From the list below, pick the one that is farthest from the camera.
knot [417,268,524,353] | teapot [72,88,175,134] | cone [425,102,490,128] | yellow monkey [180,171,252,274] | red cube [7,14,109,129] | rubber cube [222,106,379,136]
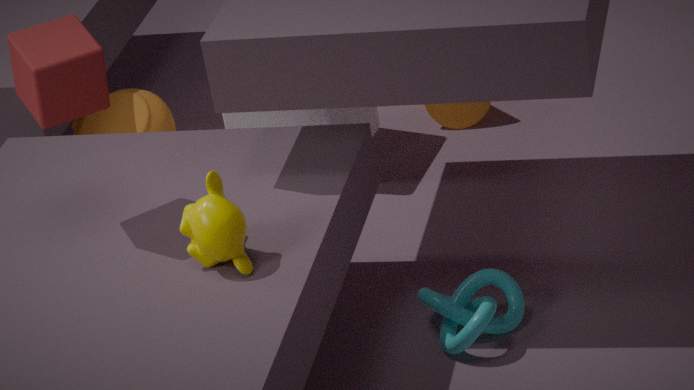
cone [425,102,490,128]
